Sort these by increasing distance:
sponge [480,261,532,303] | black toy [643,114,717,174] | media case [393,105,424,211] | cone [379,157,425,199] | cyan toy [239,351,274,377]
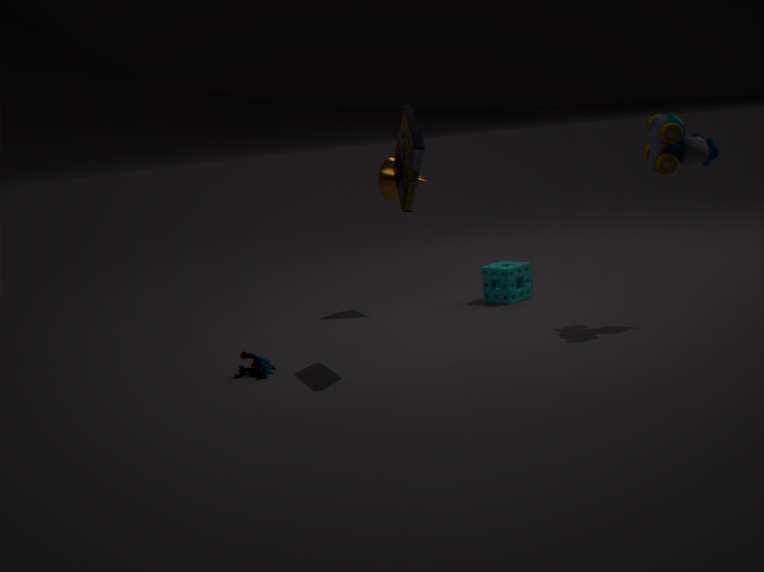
media case [393,105,424,211]
black toy [643,114,717,174]
cyan toy [239,351,274,377]
cone [379,157,425,199]
sponge [480,261,532,303]
